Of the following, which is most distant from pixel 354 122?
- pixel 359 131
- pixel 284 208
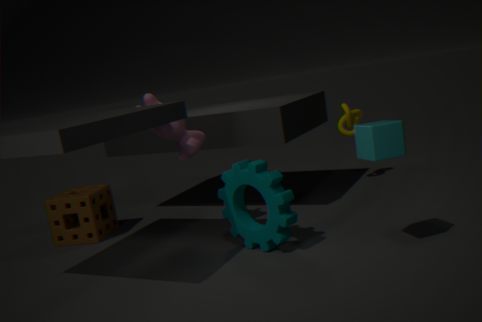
pixel 359 131
